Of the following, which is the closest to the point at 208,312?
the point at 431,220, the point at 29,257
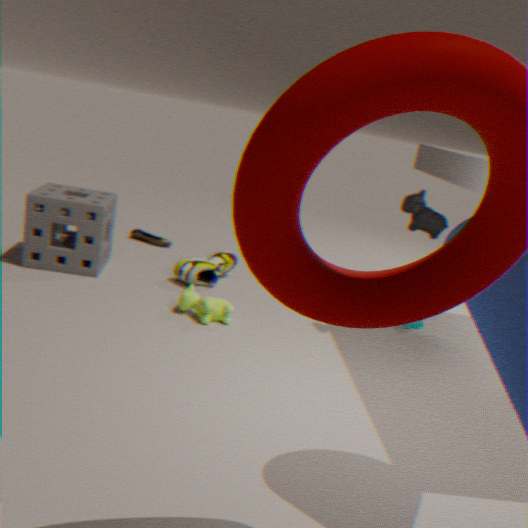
the point at 29,257
